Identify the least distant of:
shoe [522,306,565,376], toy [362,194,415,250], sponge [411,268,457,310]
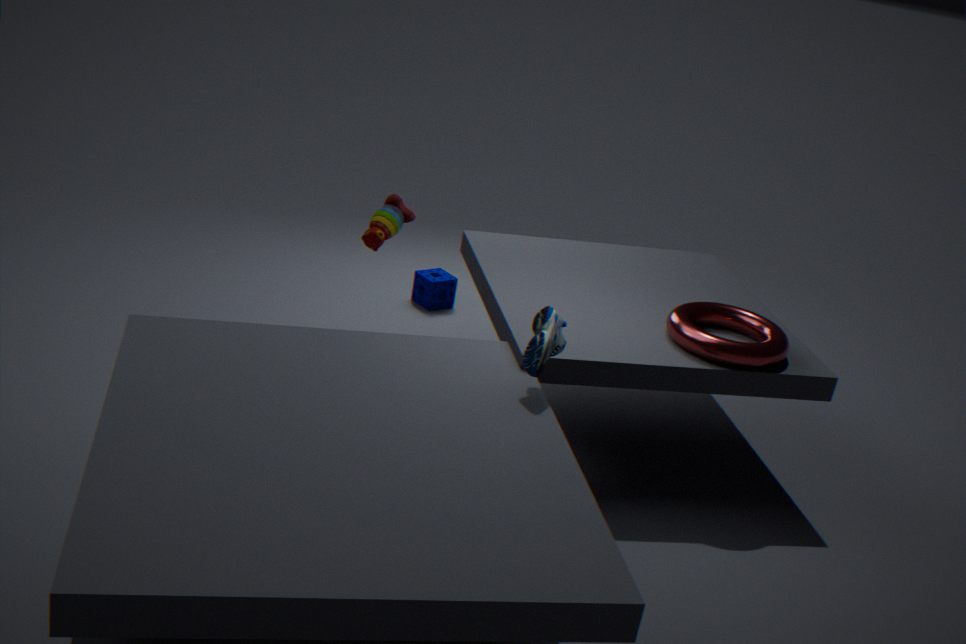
shoe [522,306,565,376]
